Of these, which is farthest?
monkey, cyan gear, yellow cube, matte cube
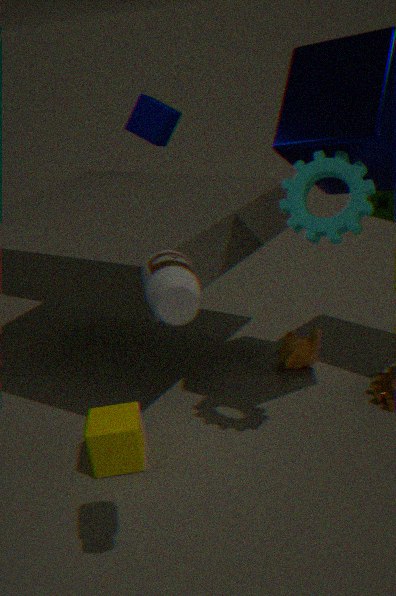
matte cube
